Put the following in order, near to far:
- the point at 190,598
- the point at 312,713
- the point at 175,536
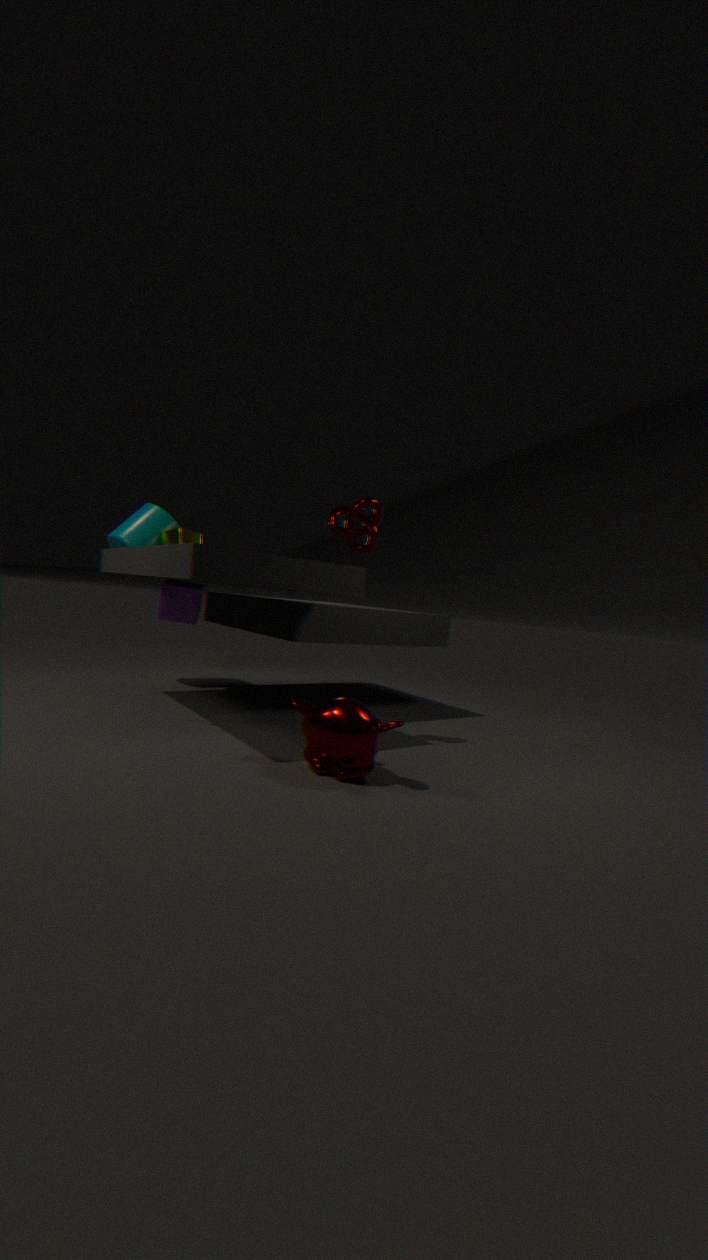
the point at 312,713
the point at 190,598
the point at 175,536
